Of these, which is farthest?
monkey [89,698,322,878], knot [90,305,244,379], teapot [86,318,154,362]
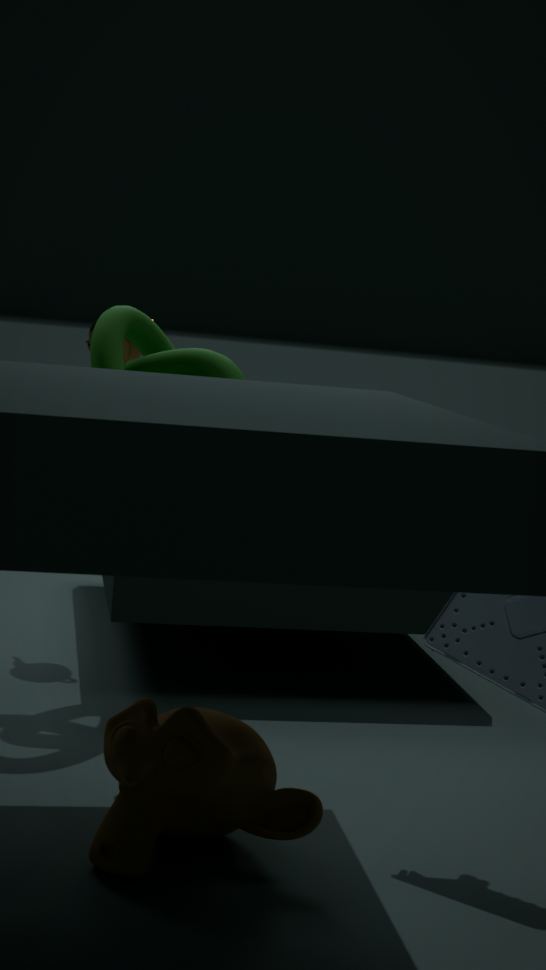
teapot [86,318,154,362]
